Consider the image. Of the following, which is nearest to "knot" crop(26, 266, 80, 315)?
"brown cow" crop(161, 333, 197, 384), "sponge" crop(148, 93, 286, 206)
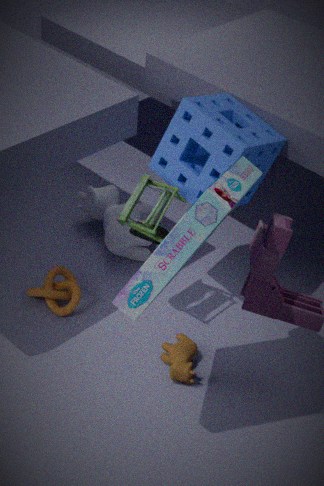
"brown cow" crop(161, 333, 197, 384)
